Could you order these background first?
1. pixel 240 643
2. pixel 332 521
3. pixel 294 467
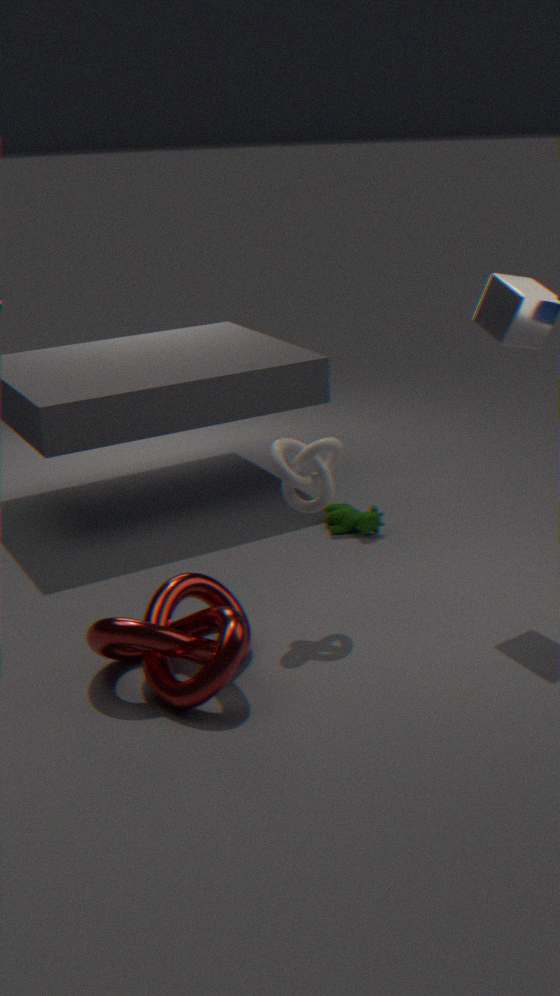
pixel 332 521
pixel 294 467
pixel 240 643
